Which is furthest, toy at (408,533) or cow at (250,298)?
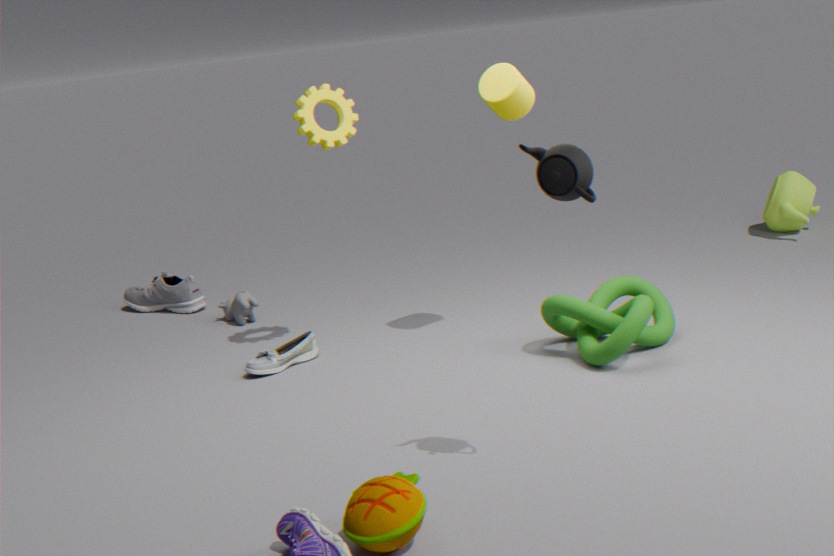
cow at (250,298)
